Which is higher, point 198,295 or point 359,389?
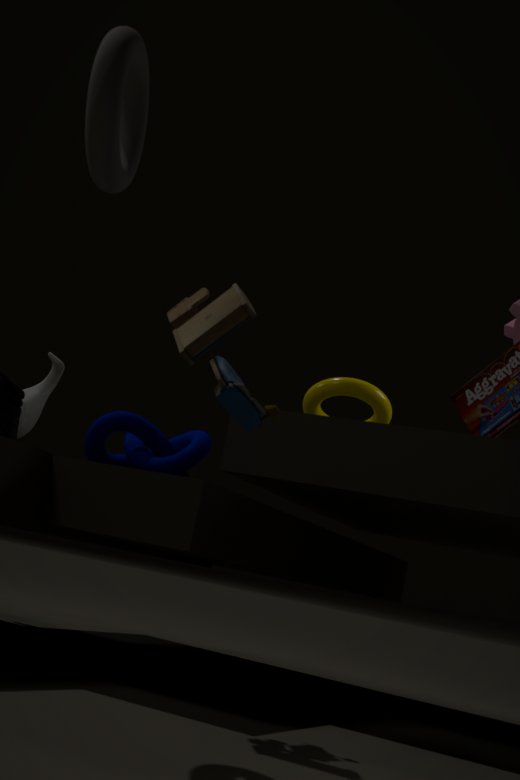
point 359,389
